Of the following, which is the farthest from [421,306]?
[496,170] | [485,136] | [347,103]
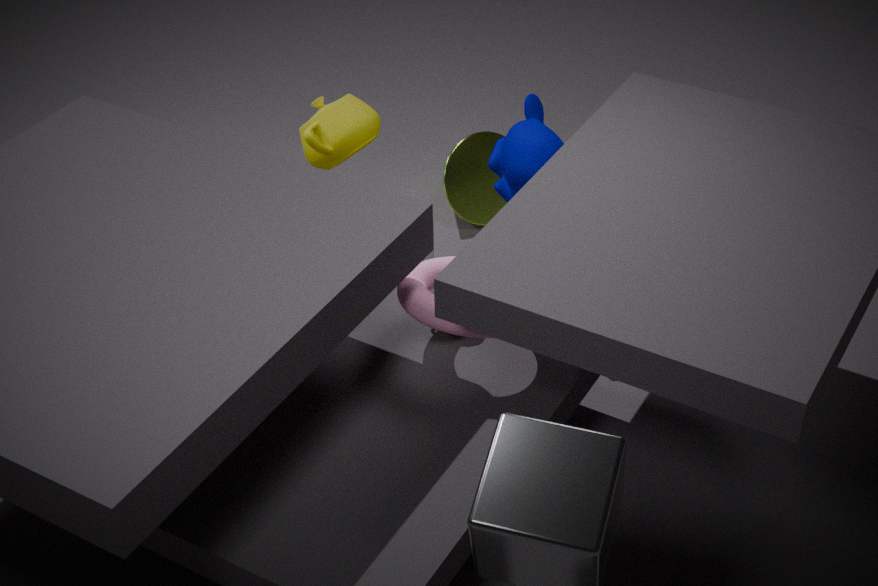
[485,136]
